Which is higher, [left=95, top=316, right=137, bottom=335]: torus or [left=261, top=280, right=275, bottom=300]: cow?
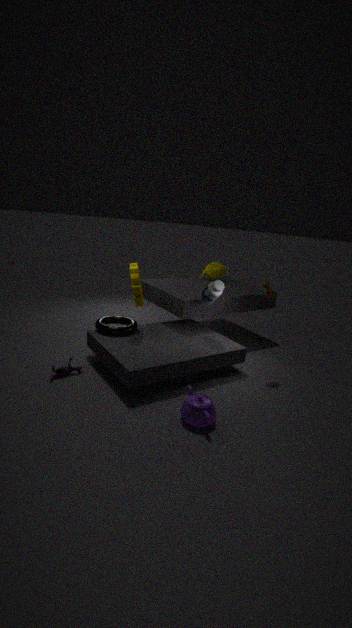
[left=261, top=280, right=275, bottom=300]: cow
